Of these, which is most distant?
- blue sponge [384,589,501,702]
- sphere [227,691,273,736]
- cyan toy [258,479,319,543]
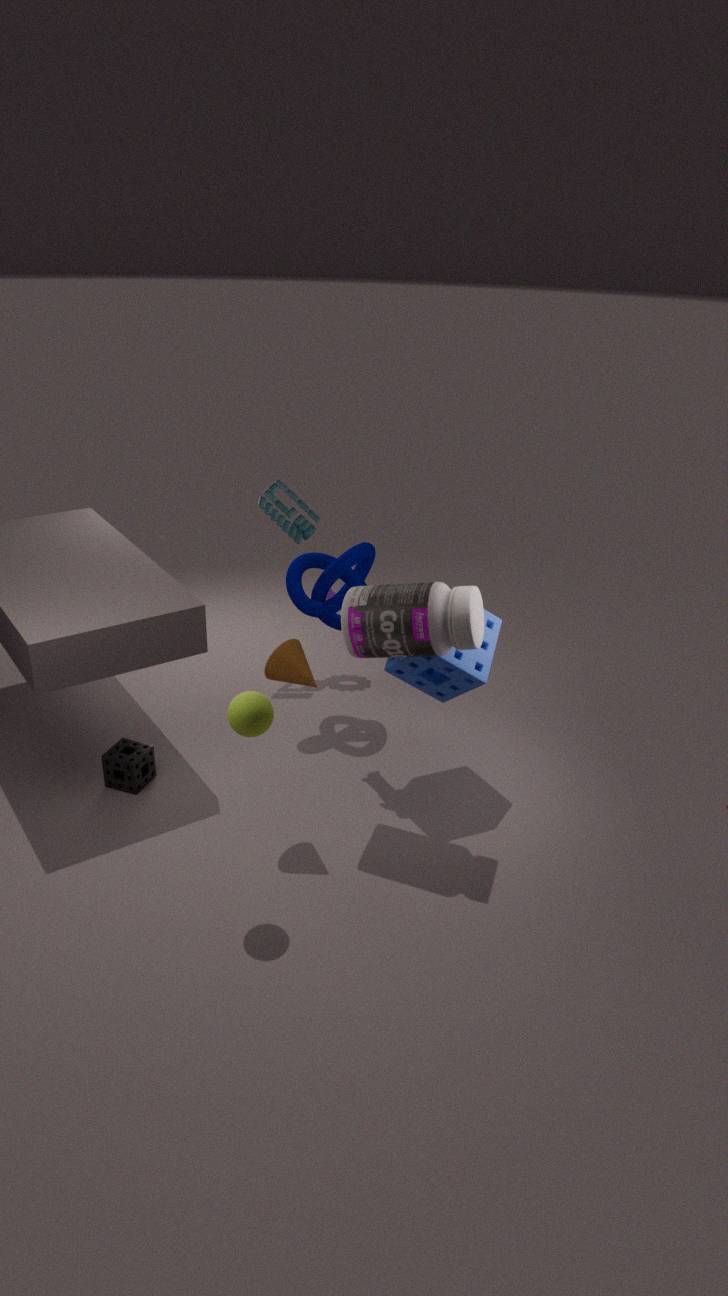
cyan toy [258,479,319,543]
